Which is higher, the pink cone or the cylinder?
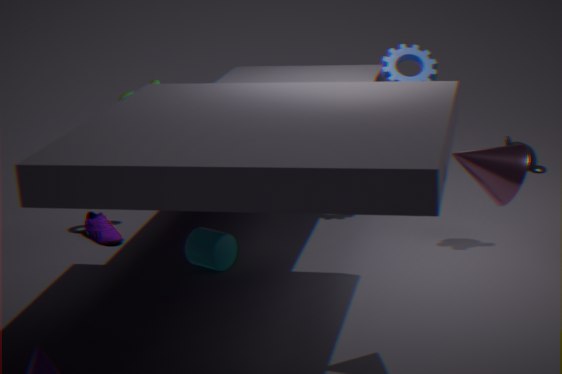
the pink cone
